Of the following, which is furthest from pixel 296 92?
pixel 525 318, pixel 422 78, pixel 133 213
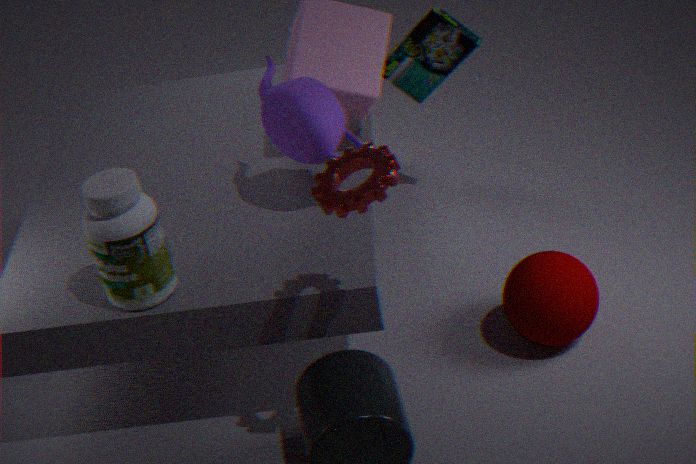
pixel 525 318
